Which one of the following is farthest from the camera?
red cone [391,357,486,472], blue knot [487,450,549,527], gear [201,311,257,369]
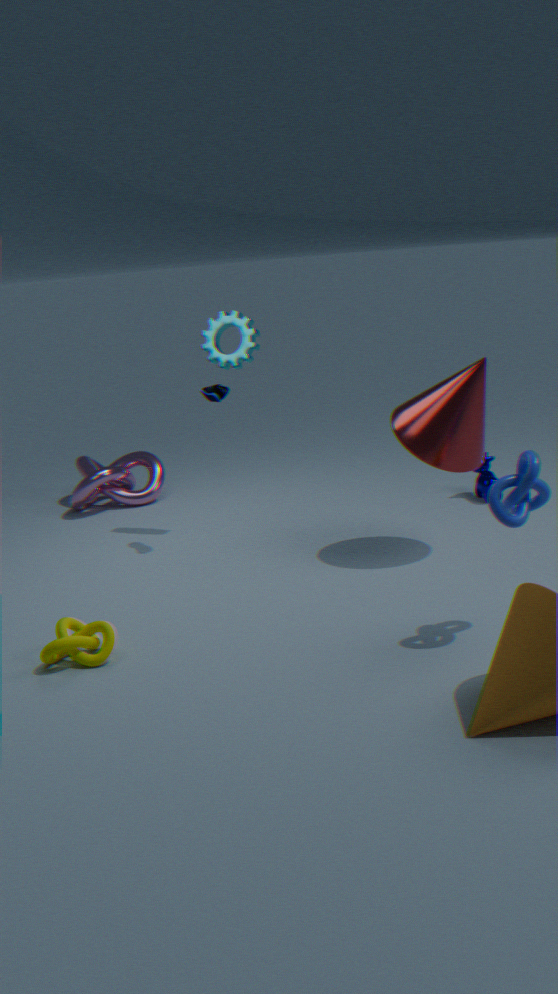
gear [201,311,257,369]
